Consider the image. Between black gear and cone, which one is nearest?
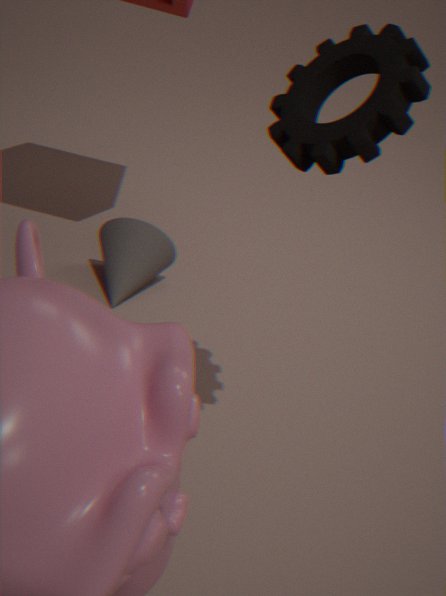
black gear
